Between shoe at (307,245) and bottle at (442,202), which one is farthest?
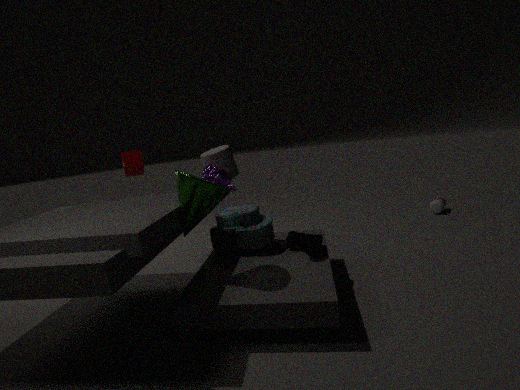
bottle at (442,202)
